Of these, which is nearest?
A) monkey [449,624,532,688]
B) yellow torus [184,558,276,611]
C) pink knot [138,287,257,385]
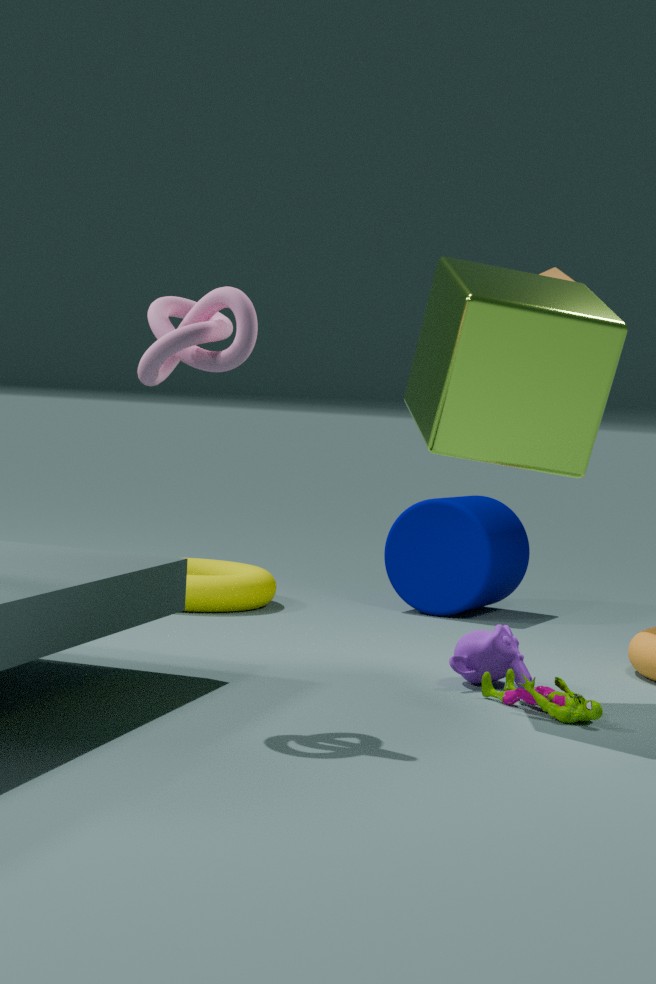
pink knot [138,287,257,385]
